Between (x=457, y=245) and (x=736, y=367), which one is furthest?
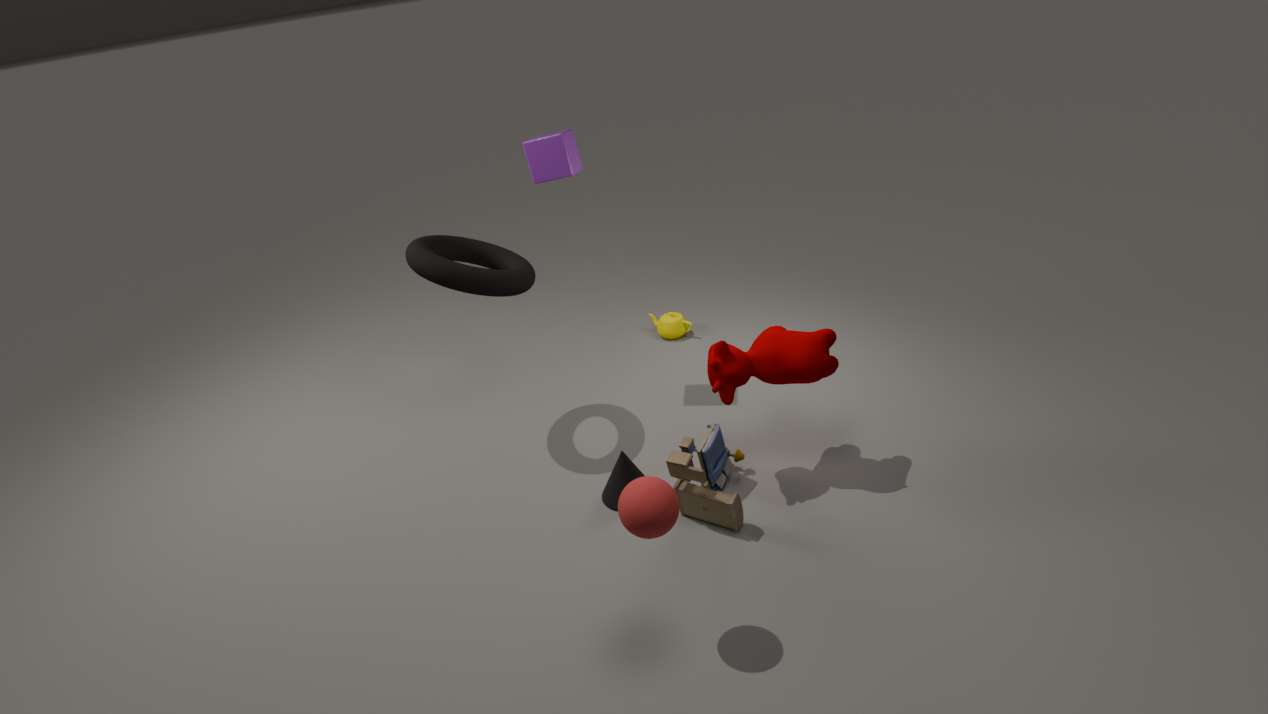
(x=457, y=245)
